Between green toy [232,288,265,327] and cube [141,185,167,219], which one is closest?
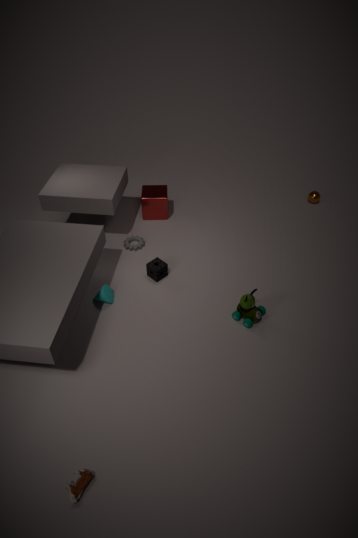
green toy [232,288,265,327]
